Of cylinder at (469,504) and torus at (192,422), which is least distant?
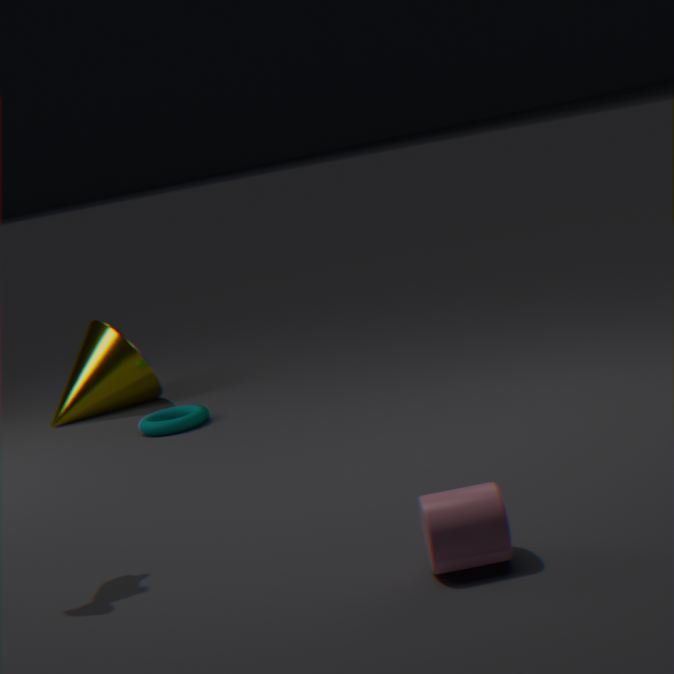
cylinder at (469,504)
